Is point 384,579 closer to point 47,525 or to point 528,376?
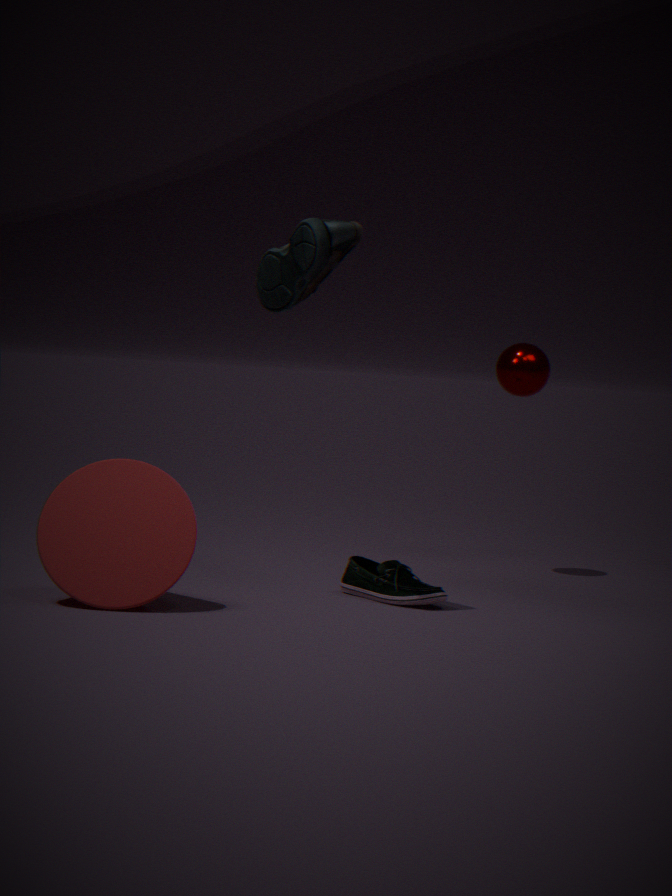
point 47,525
